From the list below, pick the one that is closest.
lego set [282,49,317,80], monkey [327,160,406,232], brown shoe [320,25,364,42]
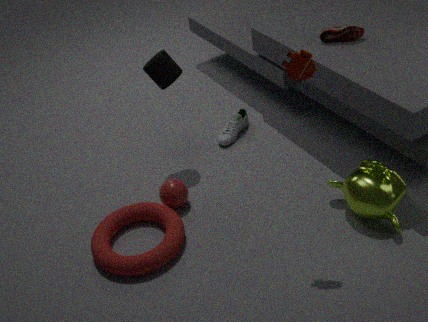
lego set [282,49,317,80]
